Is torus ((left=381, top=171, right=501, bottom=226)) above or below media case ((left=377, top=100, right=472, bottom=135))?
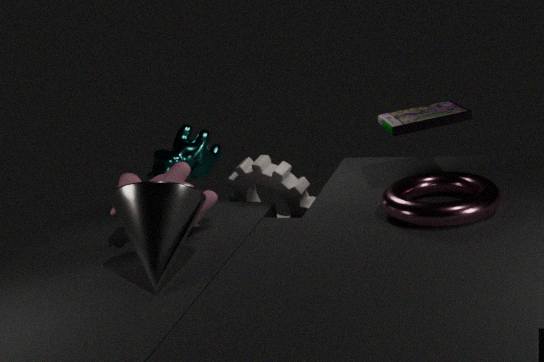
below
